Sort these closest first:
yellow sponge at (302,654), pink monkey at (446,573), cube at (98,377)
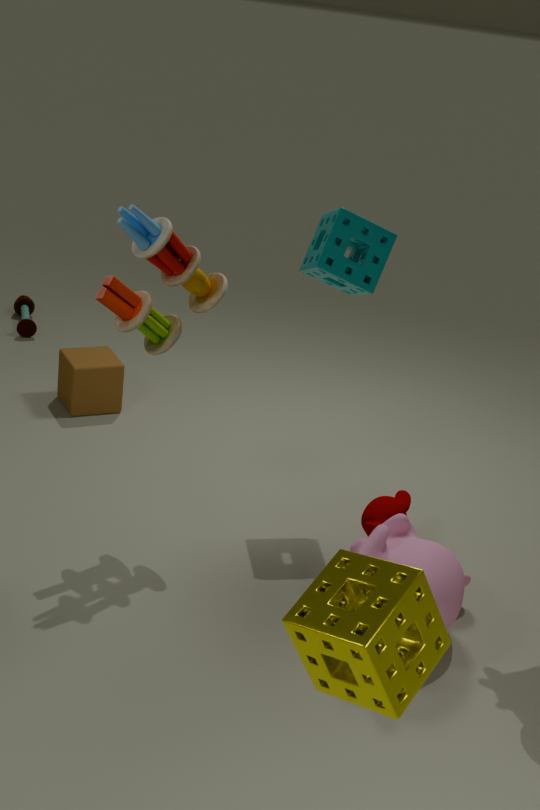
1. yellow sponge at (302,654)
2. pink monkey at (446,573)
3. cube at (98,377)
